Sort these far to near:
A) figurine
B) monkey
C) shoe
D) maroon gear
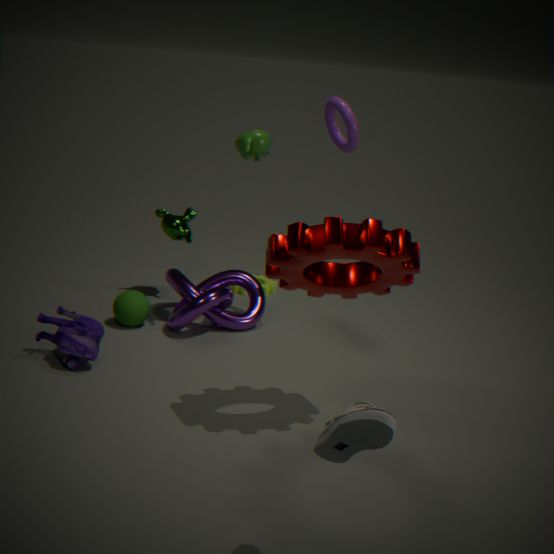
1. monkey
2. figurine
3. maroon gear
4. shoe
